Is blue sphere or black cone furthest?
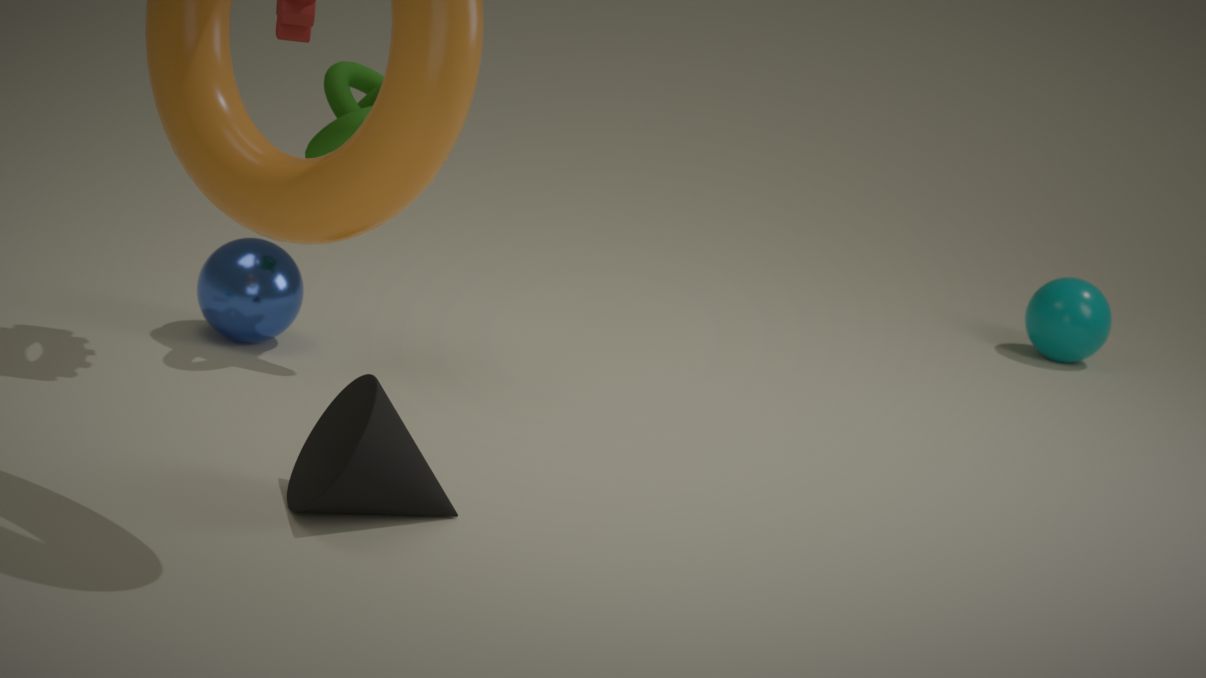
blue sphere
